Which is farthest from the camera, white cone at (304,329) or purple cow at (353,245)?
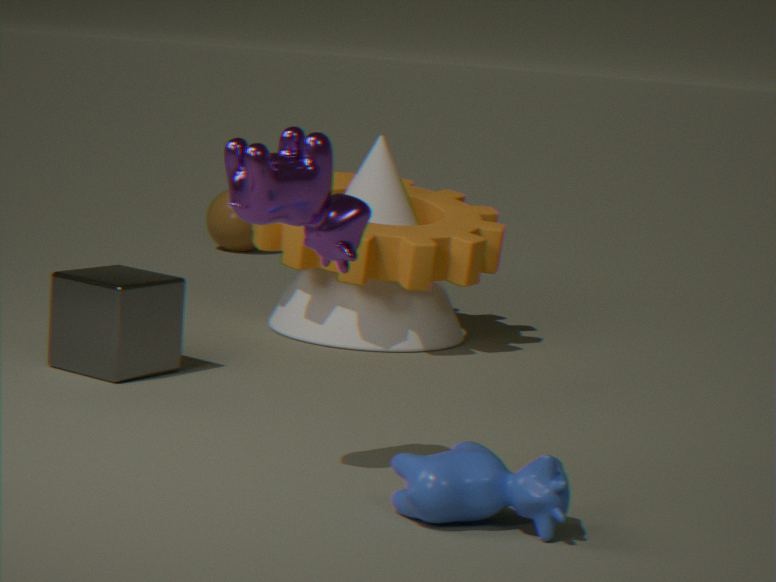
white cone at (304,329)
